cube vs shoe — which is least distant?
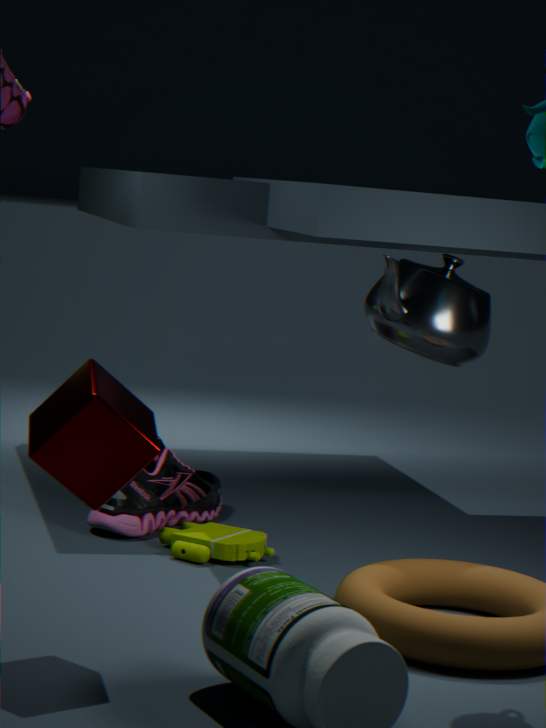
cube
